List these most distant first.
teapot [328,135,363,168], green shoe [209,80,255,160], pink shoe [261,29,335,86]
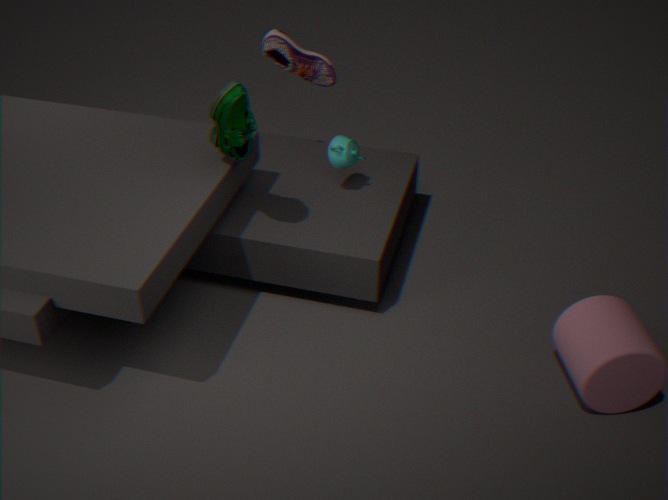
1. pink shoe [261,29,335,86]
2. teapot [328,135,363,168]
3. green shoe [209,80,255,160]
